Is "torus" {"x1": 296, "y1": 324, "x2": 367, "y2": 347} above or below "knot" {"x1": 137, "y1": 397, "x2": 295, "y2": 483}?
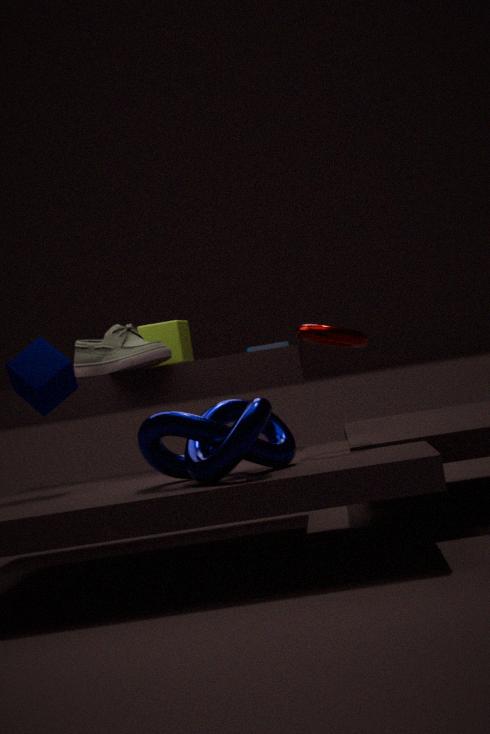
above
